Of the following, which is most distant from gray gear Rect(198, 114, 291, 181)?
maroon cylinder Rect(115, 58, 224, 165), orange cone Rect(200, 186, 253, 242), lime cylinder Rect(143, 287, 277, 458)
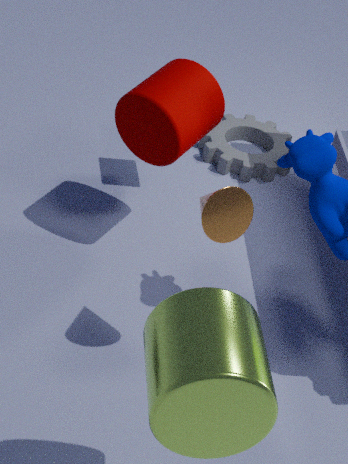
lime cylinder Rect(143, 287, 277, 458)
